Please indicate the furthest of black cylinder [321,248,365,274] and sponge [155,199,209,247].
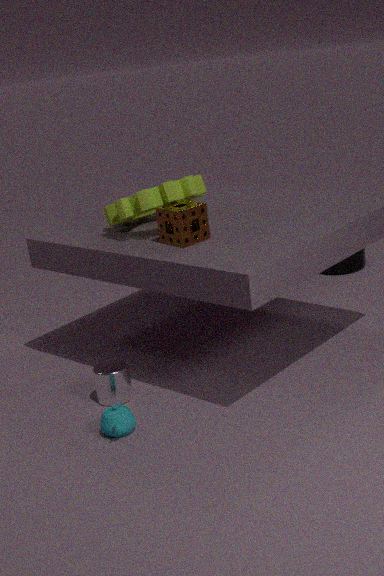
black cylinder [321,248,365,274]
